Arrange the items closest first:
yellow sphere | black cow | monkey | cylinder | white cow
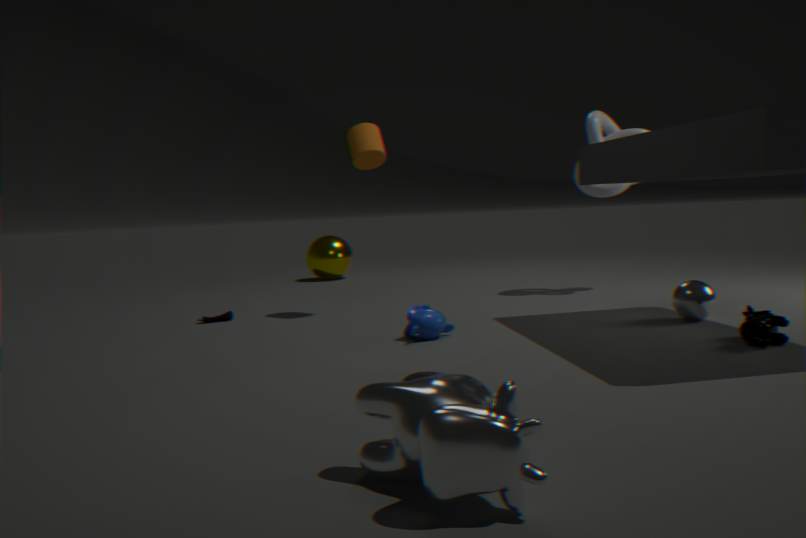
1. white cow
2. black cow
3. monkey
4. cylinder
5. yellow sphere
